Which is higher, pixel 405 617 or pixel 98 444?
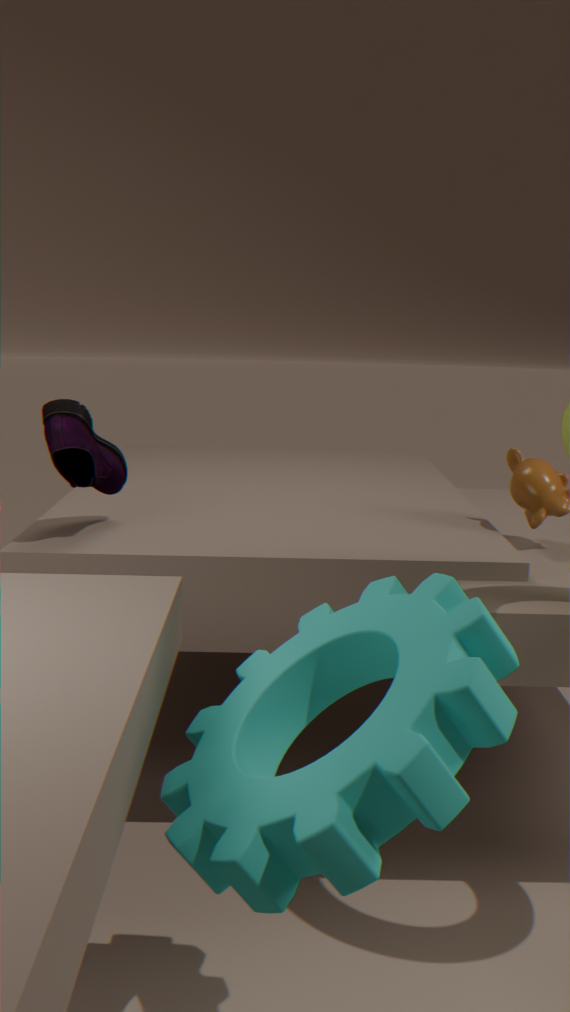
pixel 98 444
